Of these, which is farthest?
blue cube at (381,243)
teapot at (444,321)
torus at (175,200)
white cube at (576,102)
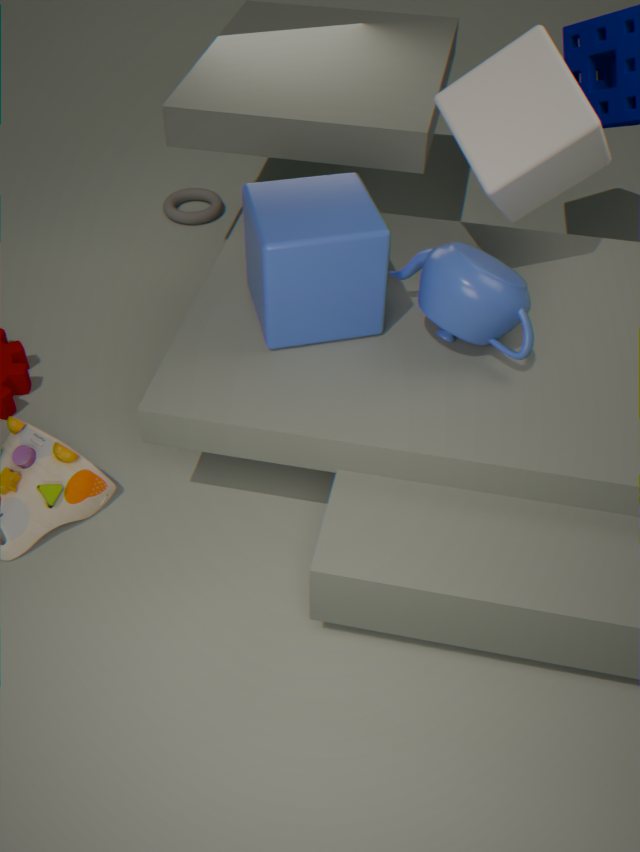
torus at (175,200)
